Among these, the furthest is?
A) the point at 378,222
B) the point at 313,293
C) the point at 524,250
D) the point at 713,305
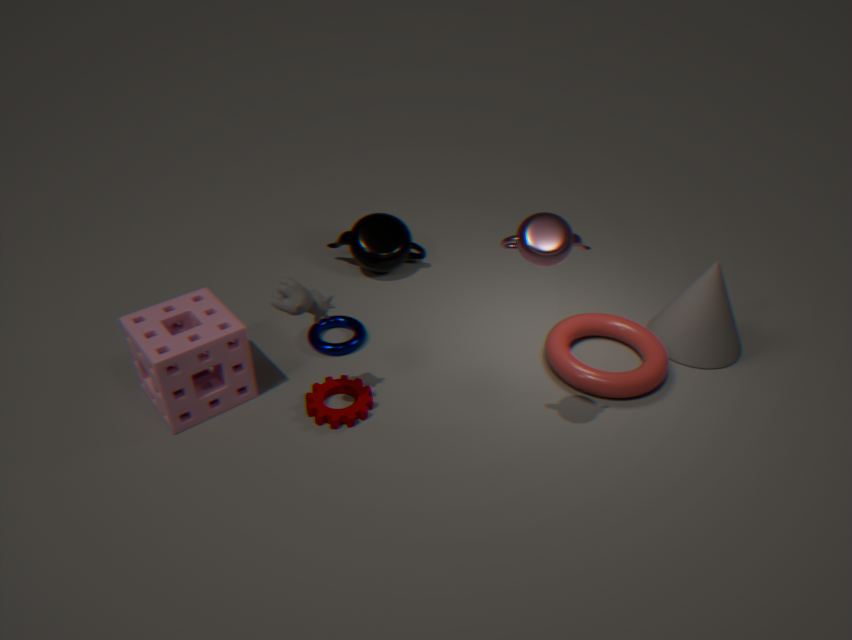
the point at 378,222
